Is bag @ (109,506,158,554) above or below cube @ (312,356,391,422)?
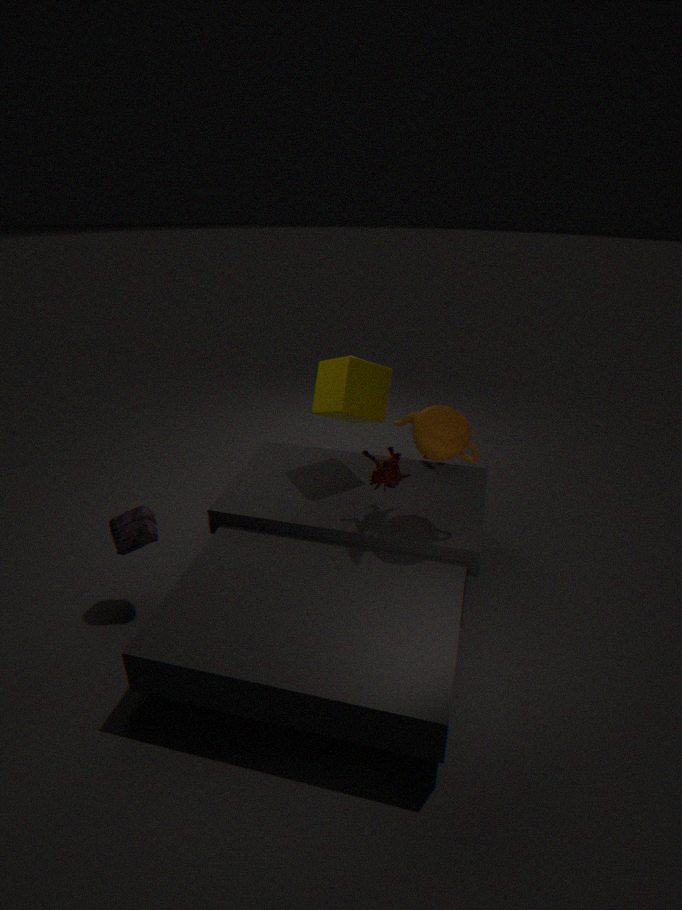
below
